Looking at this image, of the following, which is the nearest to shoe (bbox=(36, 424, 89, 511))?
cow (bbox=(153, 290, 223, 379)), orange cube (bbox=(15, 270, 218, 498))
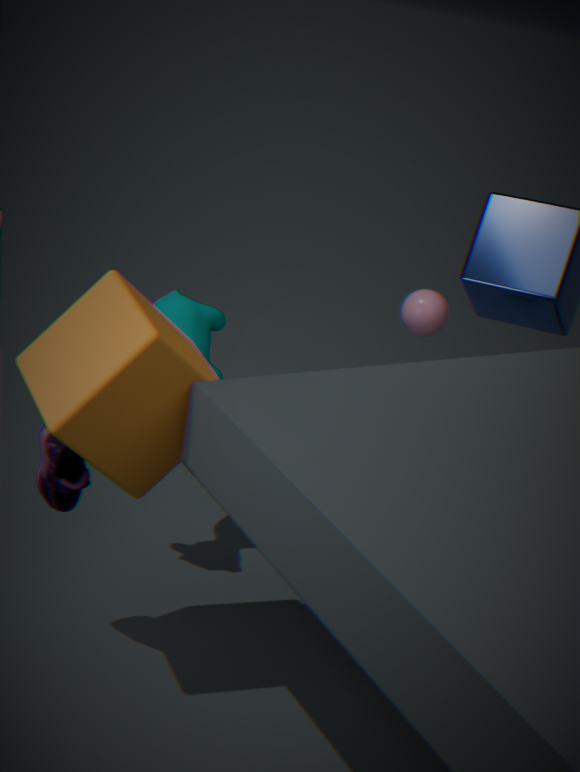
orange cube (bbox=(15, 270, 218, 498))
